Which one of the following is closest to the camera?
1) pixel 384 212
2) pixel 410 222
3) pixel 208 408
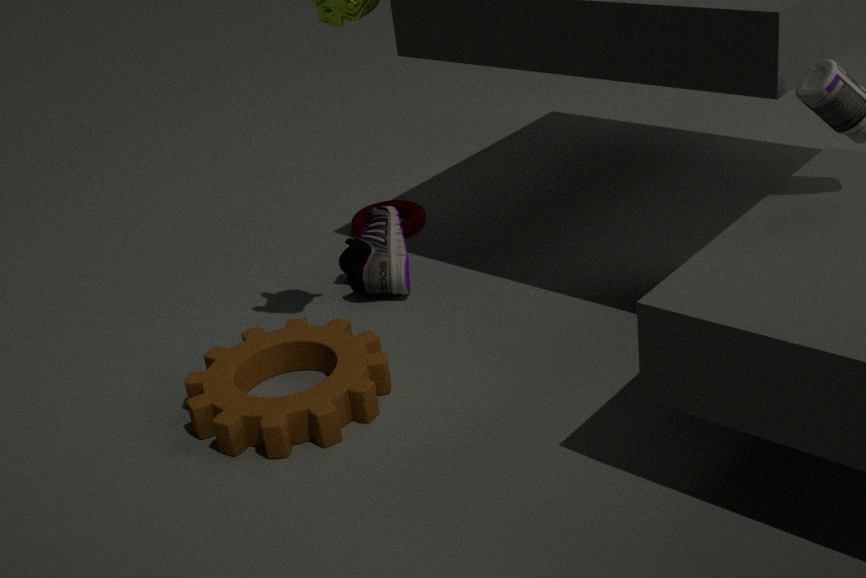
3. pixel 208 408
